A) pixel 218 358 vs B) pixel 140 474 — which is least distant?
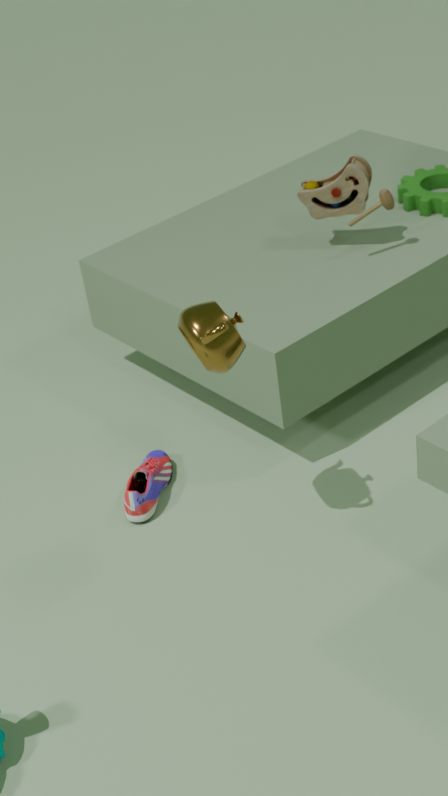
A. pixel 218 358
